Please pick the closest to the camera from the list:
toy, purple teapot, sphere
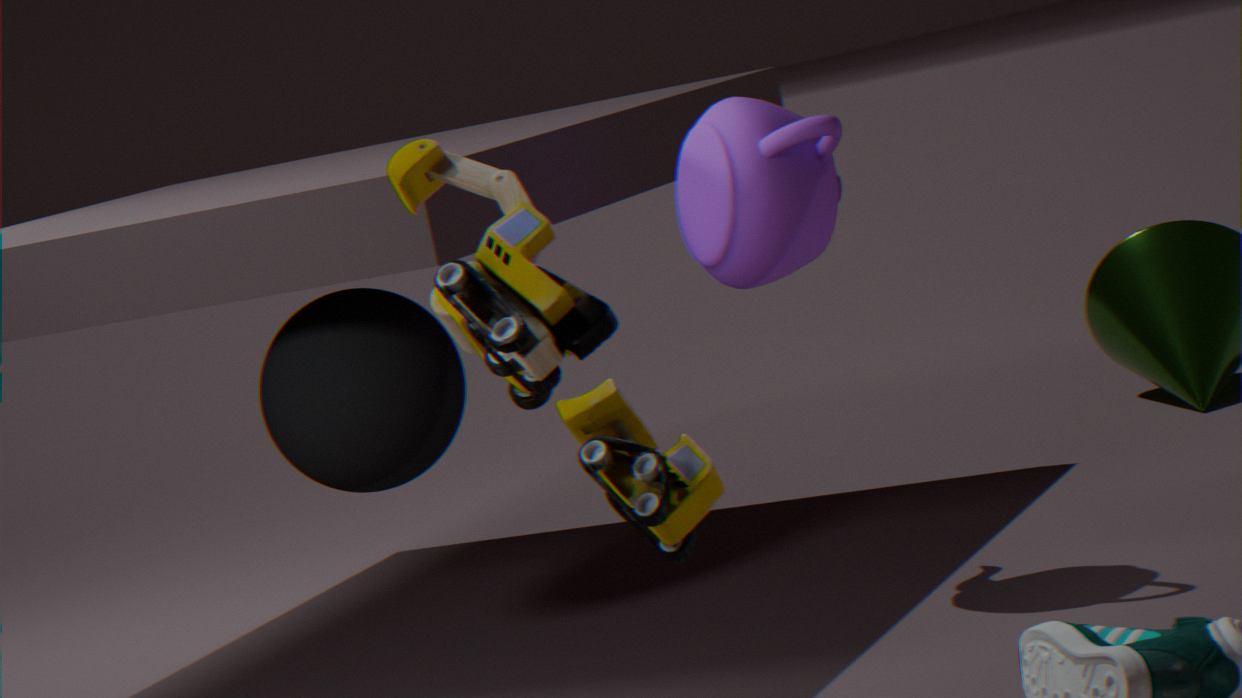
toy
